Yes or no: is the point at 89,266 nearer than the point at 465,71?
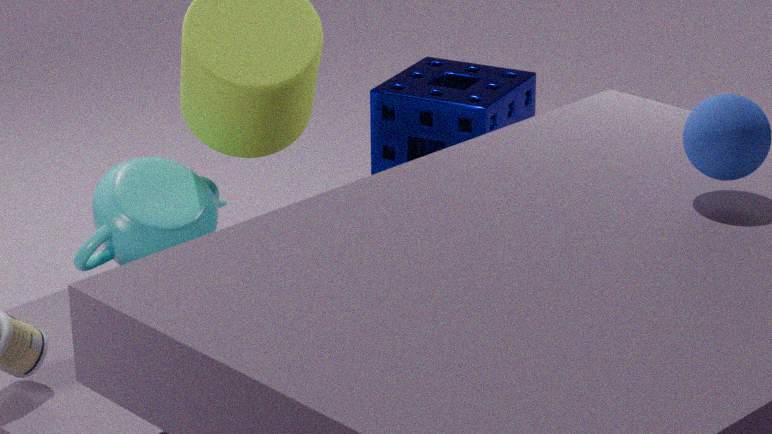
Yes
